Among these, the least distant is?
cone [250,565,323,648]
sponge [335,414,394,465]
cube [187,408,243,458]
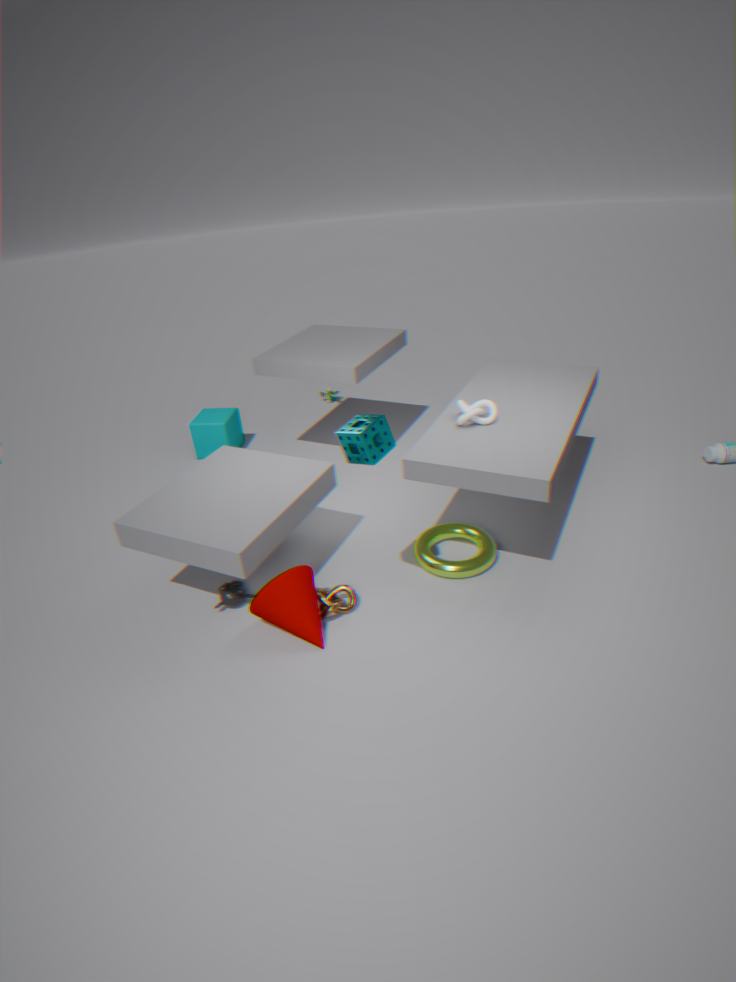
sponge [335,414,394,465]
